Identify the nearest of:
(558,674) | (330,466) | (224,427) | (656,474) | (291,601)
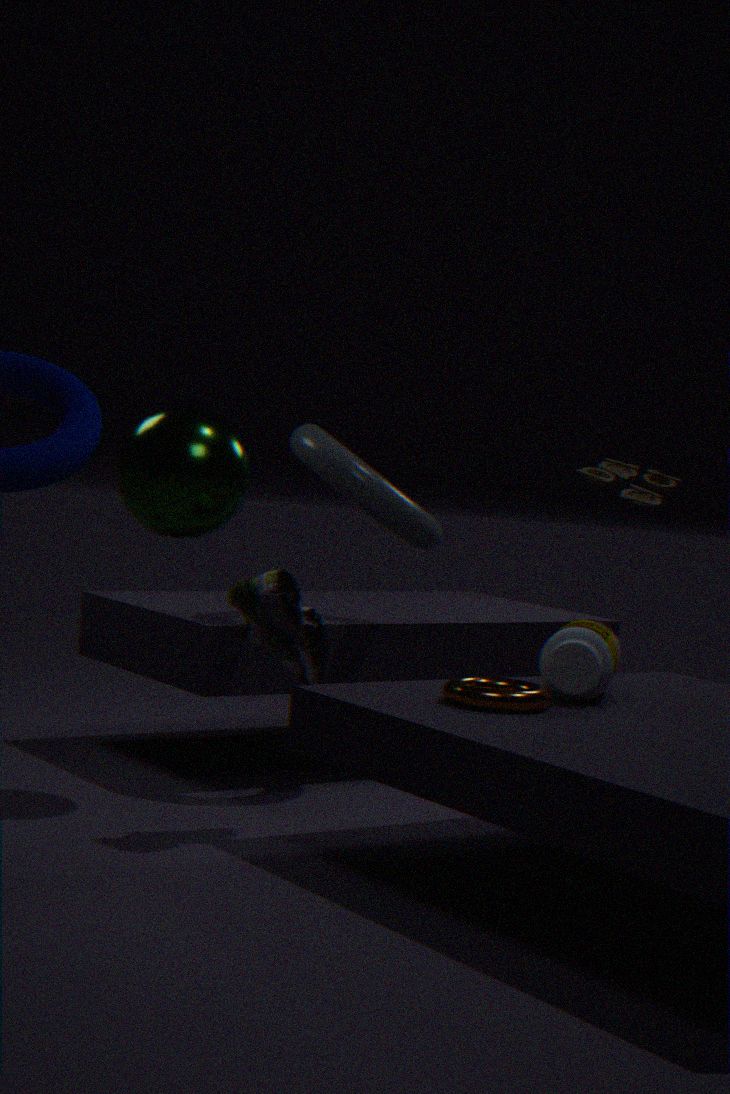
(291,601)
